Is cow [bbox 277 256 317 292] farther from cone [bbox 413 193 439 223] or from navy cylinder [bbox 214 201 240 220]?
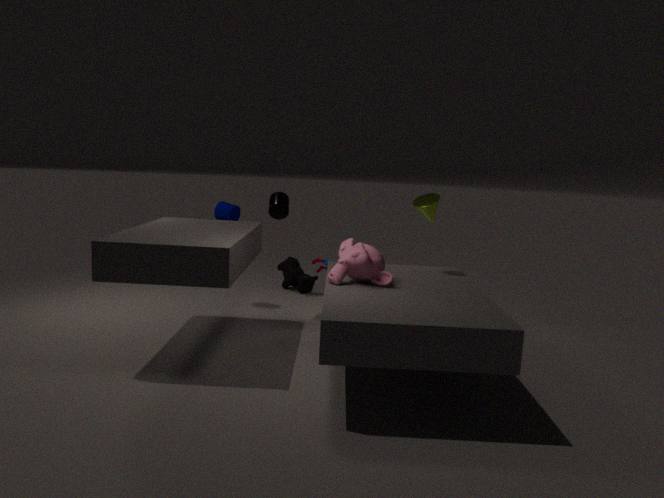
cone [bbox 413 193 439 223]
